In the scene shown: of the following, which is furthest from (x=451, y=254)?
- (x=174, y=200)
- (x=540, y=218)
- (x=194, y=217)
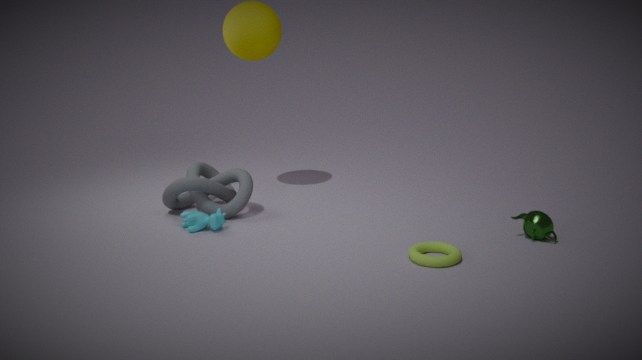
(x=174, y=200)
